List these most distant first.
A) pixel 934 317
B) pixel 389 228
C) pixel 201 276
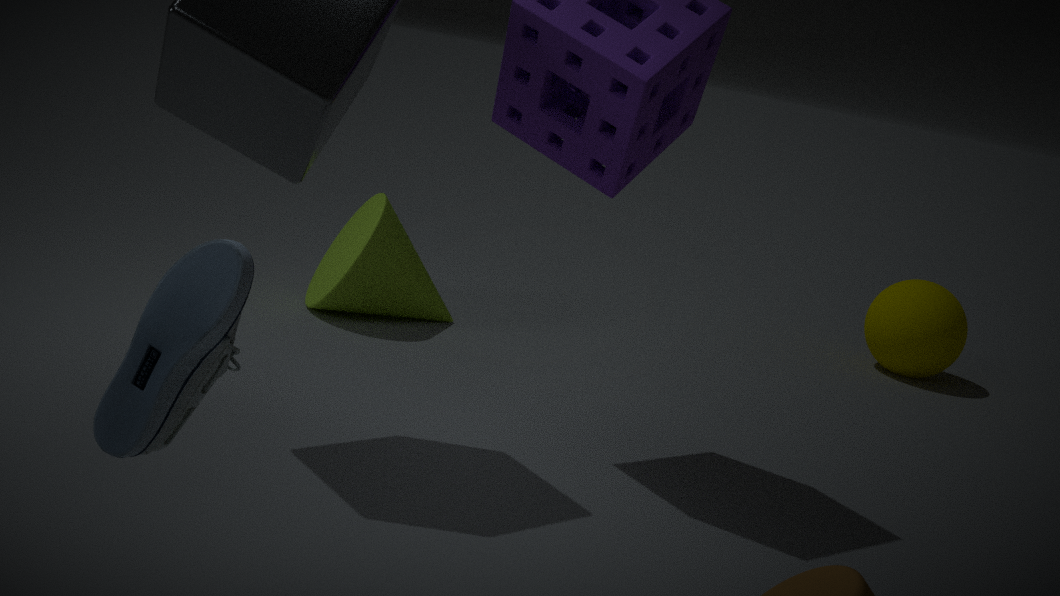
pixel 934 317 → pixel 389 228 → pixel 201 276
